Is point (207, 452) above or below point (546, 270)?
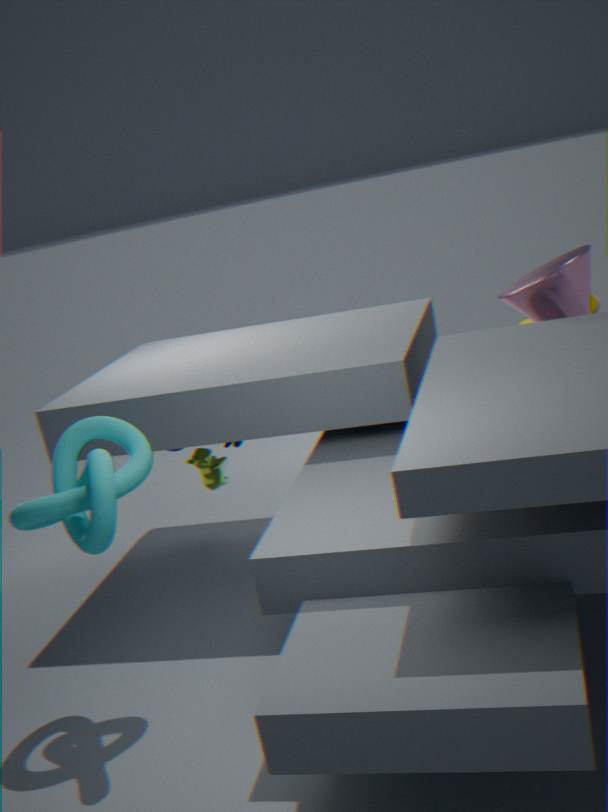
below
